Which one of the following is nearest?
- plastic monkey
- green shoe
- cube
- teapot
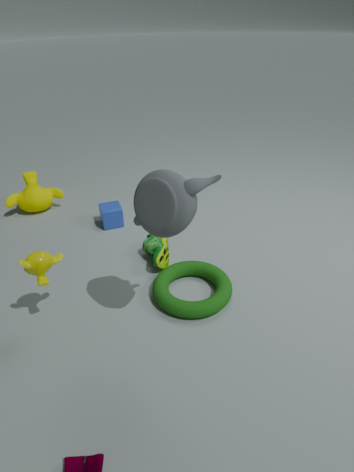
teapot
